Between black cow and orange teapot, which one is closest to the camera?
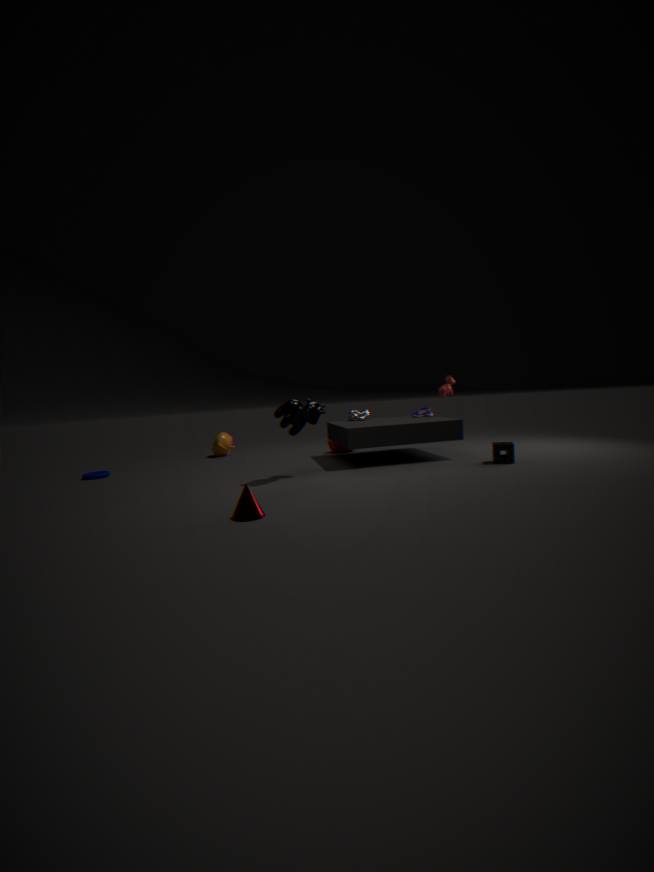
black cow
